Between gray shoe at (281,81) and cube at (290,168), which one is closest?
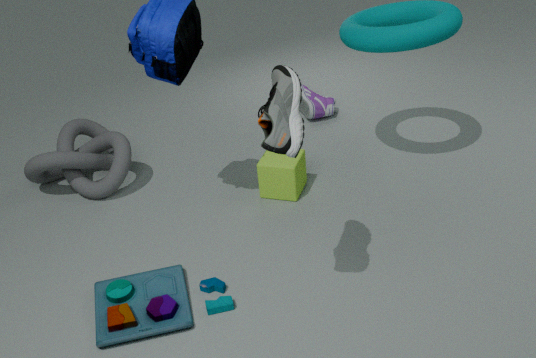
gray shoe at (281,81)
